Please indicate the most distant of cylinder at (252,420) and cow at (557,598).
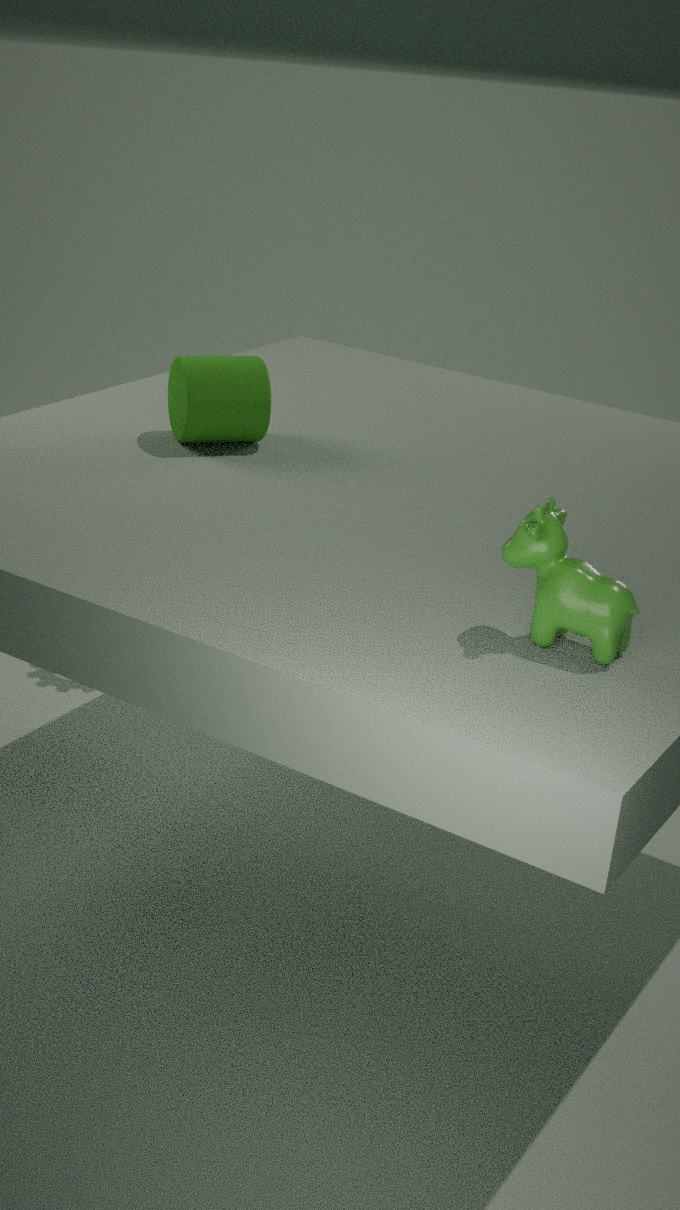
cylinder at (252,420)
